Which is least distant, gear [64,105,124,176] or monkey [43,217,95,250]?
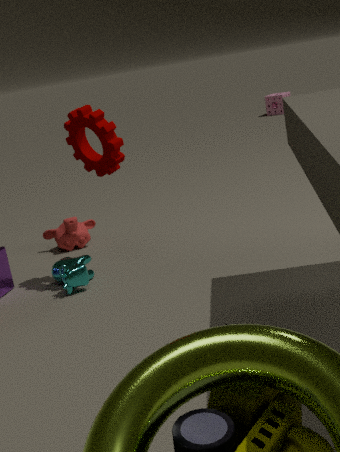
gear [64,105,124,176]
